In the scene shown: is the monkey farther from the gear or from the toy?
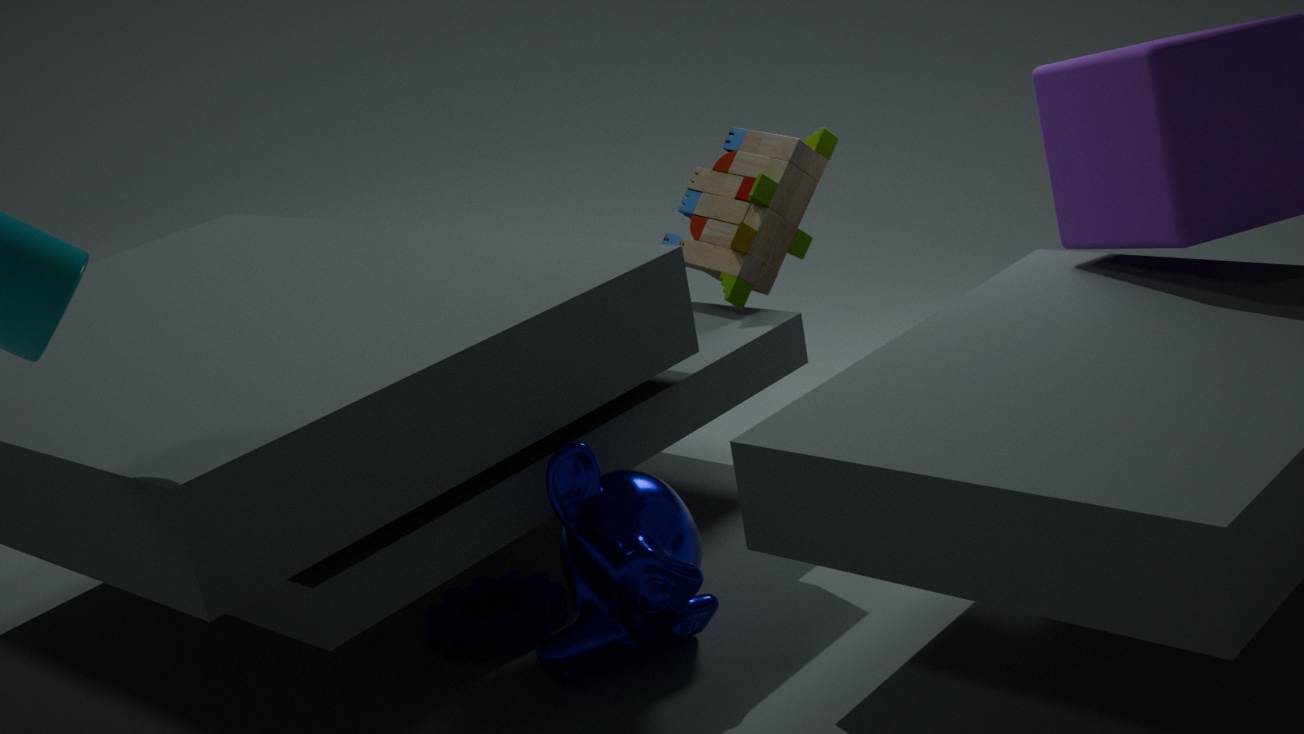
the toy
